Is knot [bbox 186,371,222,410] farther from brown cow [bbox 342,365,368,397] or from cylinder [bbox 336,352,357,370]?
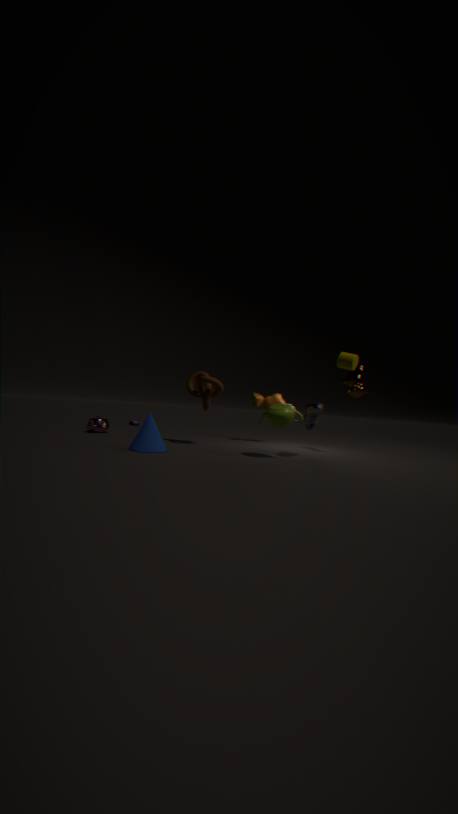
brown cow [bbox 342,365,368,397]
